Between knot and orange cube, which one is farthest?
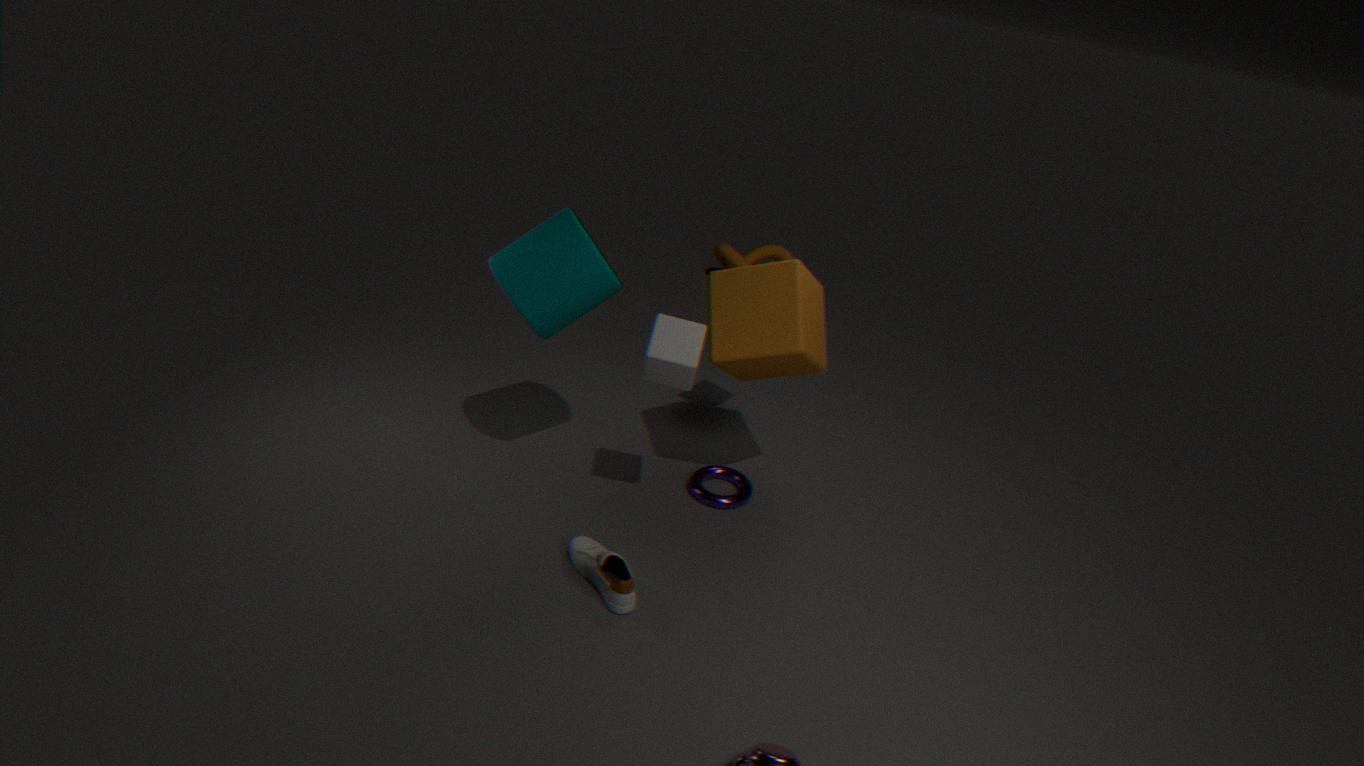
knot
